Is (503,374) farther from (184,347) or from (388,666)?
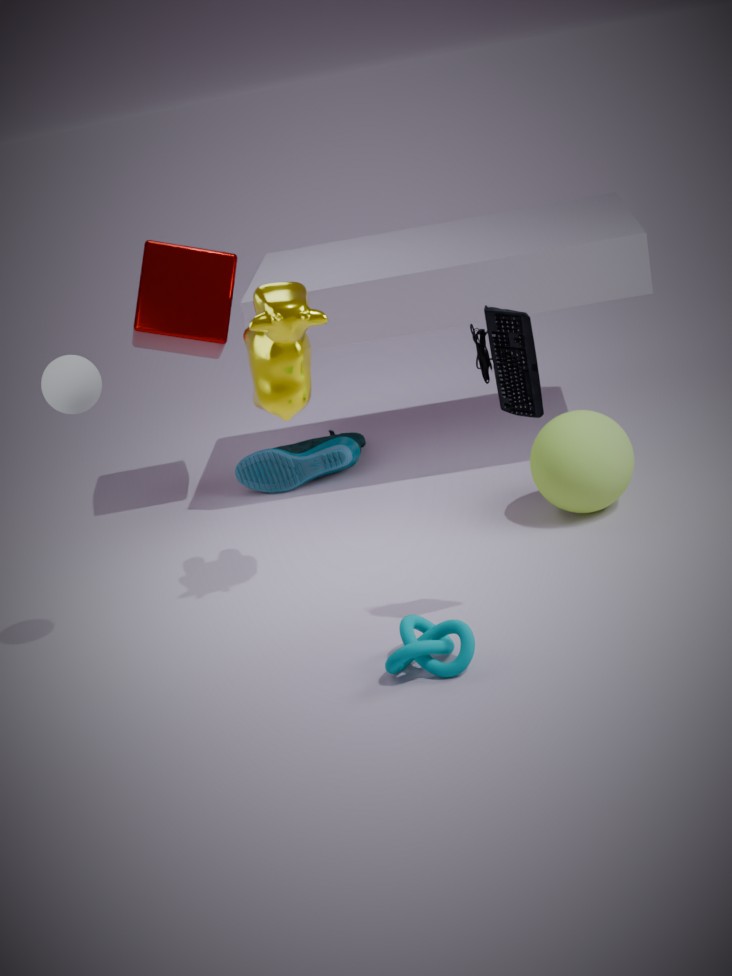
(184,347)
